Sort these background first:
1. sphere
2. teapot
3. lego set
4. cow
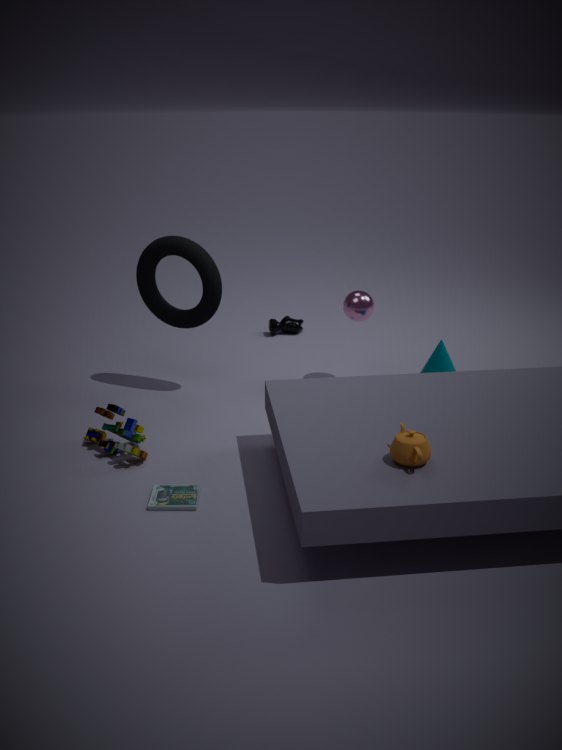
cow, sphere, lego set, teapot
